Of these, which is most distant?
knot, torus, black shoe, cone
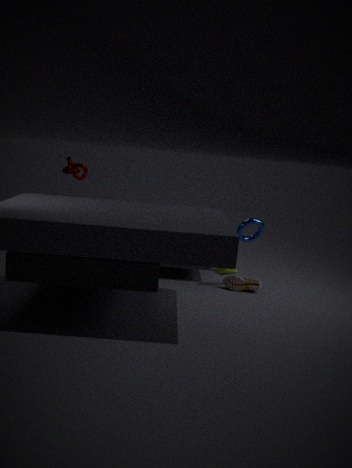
cone
